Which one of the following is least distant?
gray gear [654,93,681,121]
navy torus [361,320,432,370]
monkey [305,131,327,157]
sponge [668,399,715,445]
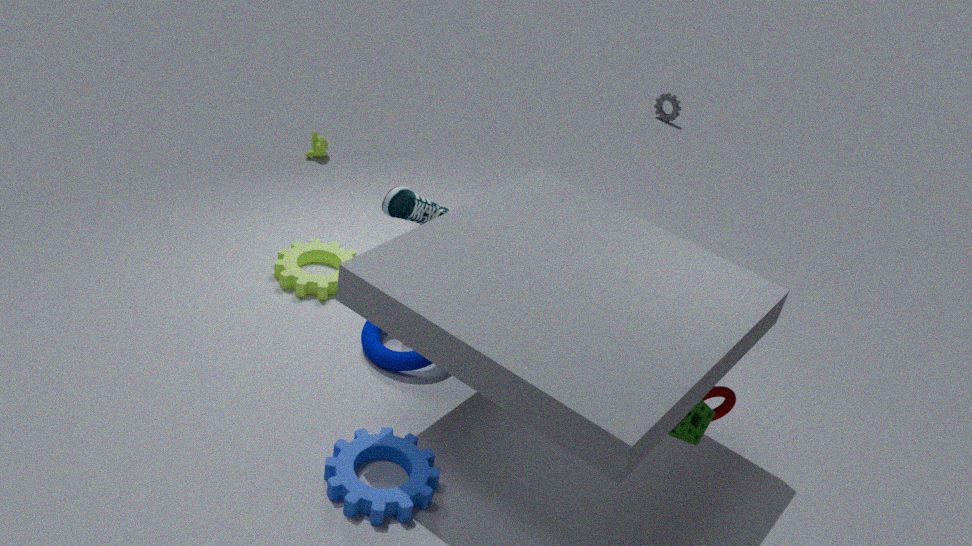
sponge [668,399,715,445]
